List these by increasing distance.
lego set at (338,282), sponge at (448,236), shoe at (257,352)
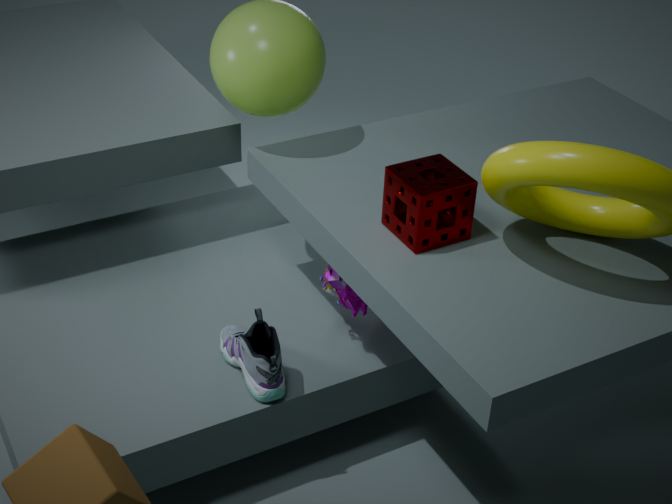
sponge at (448,236) < shoe at (257,352) < lego set at (338,282)
